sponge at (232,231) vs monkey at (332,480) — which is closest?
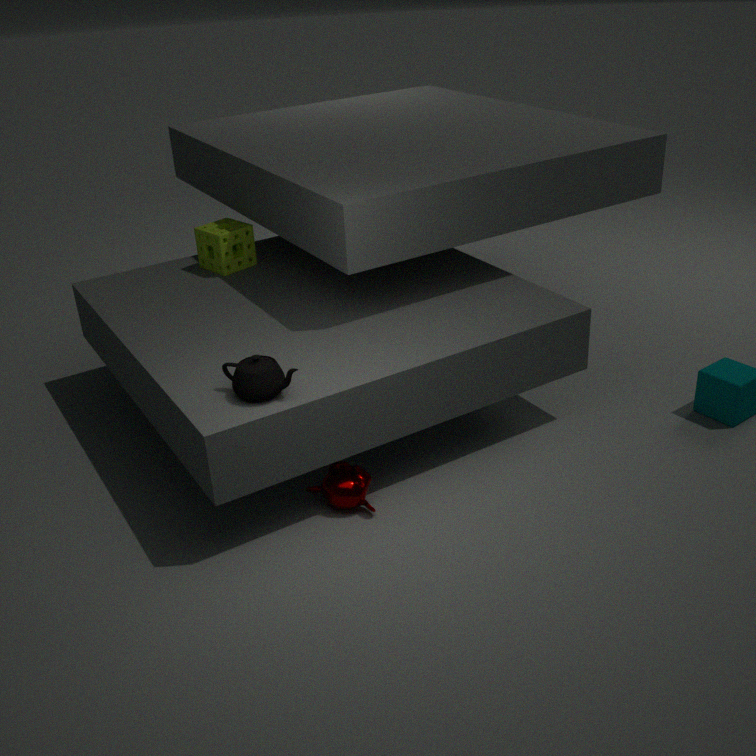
monkey at (332,480)
